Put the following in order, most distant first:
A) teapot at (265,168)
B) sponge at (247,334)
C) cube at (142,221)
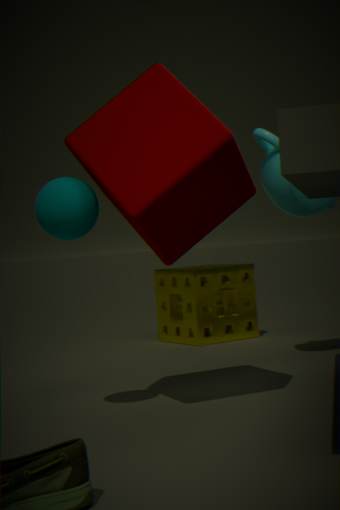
sponge at (247,334) < teapot at (265,168) < cube at (142,221)
